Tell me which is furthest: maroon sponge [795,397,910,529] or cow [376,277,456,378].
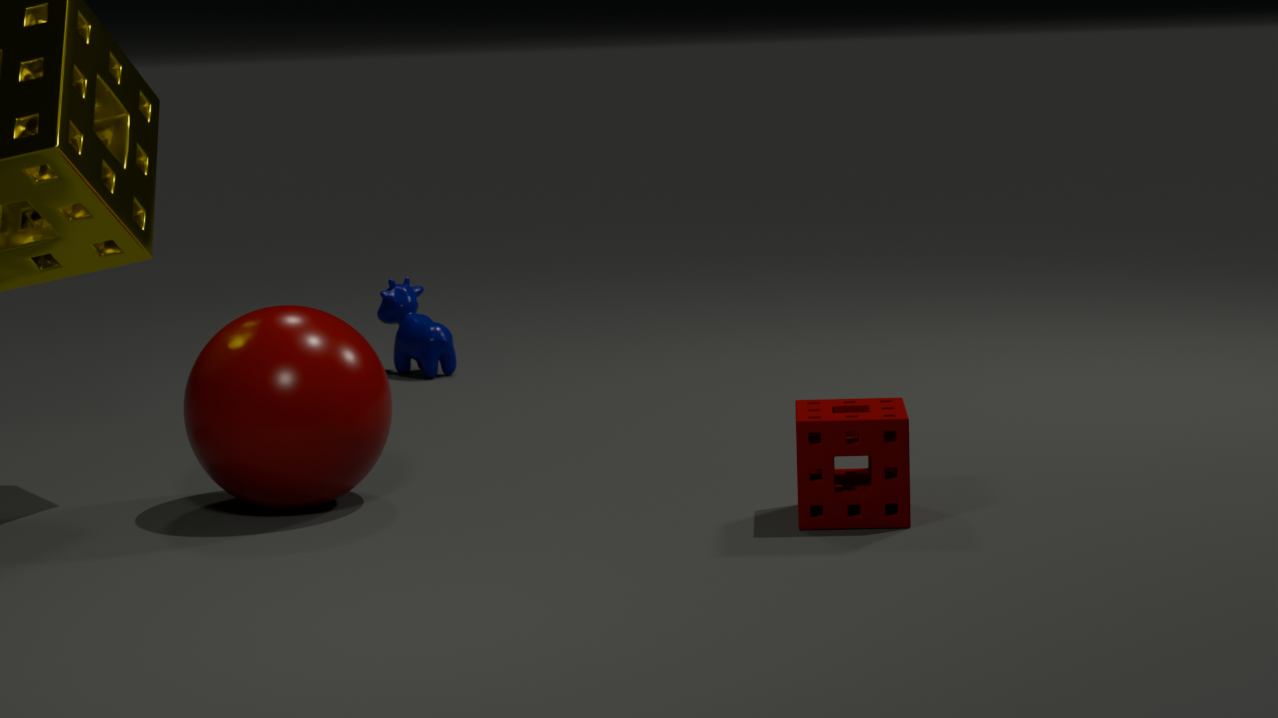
cow [376,277,456,378]
